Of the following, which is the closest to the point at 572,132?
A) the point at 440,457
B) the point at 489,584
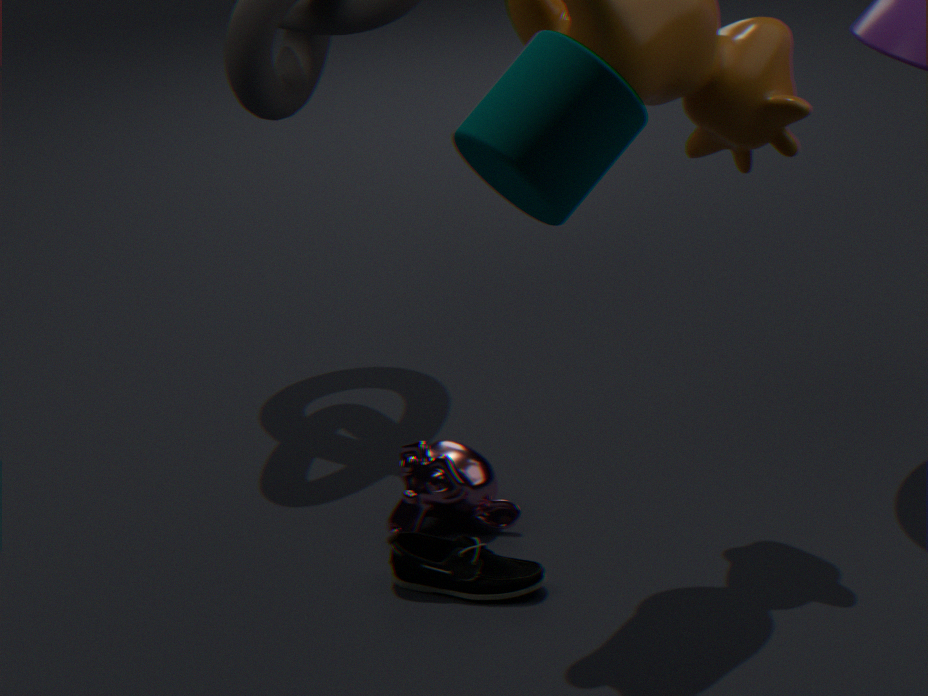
the point at 489,584
